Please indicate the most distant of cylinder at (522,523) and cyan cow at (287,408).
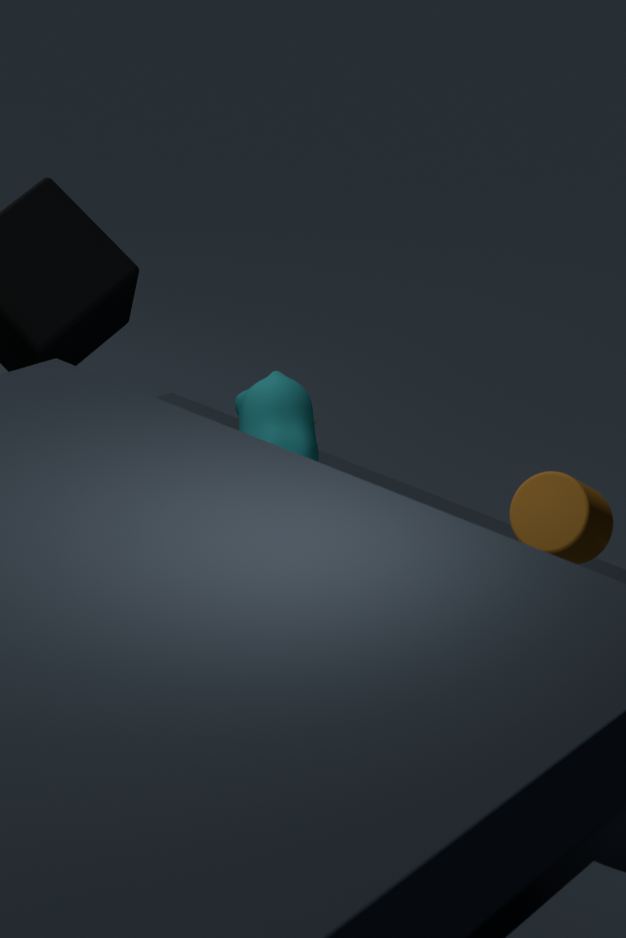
cyan cow at (287,408)
